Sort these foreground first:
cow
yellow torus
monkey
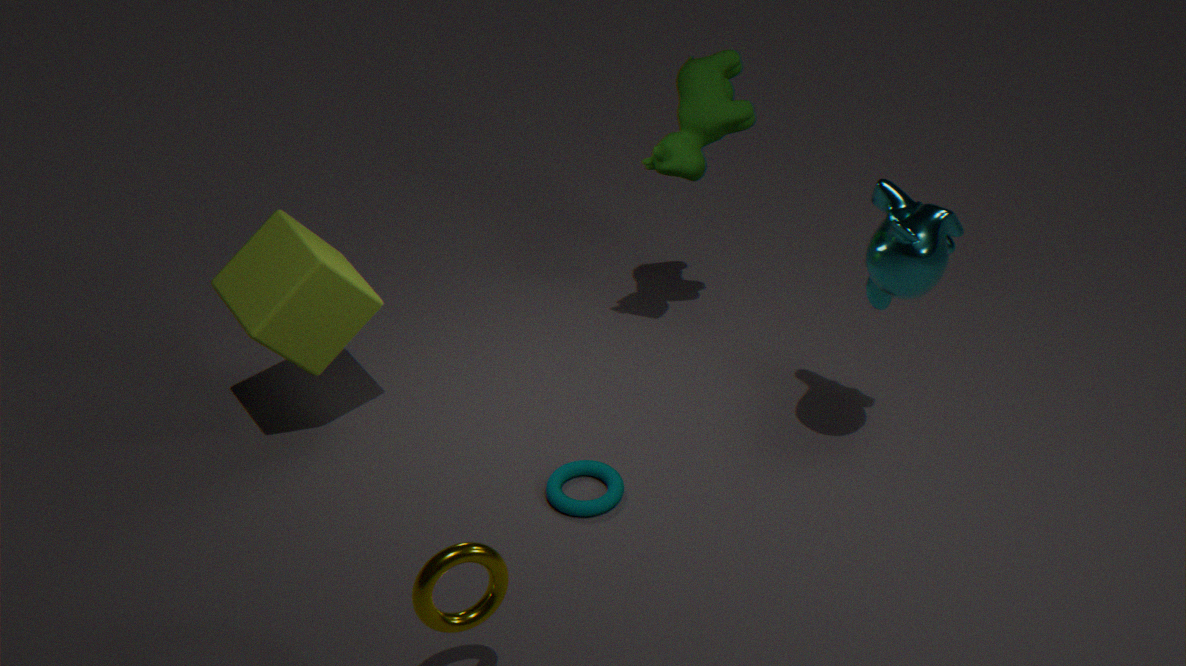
yellow torus < monkey < cow
